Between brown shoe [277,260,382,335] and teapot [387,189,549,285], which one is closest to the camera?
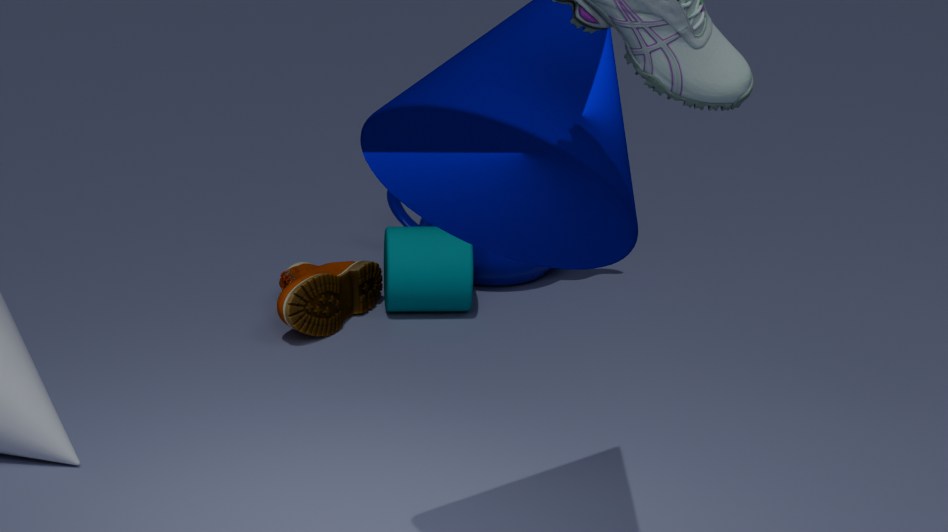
brown shoe [277,260,382,335]
